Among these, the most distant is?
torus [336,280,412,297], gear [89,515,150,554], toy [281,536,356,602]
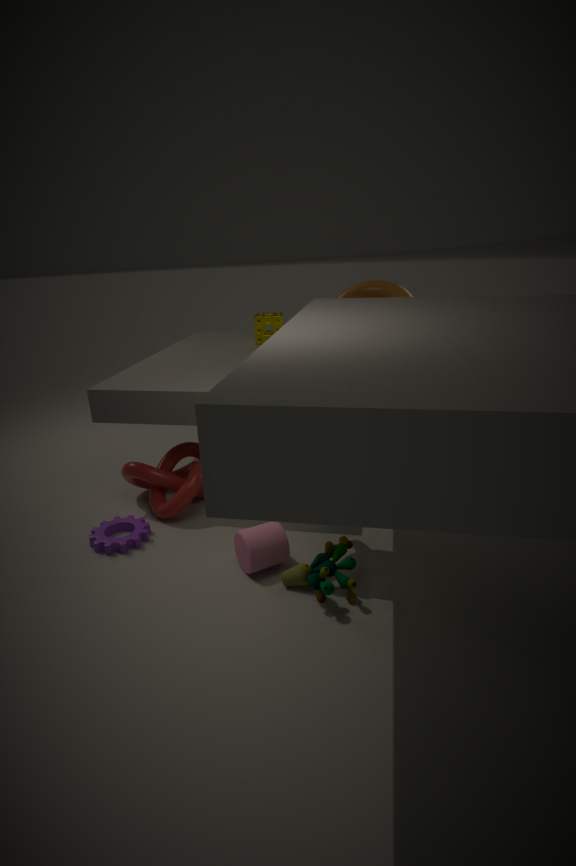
torus [336,280,412,297]
